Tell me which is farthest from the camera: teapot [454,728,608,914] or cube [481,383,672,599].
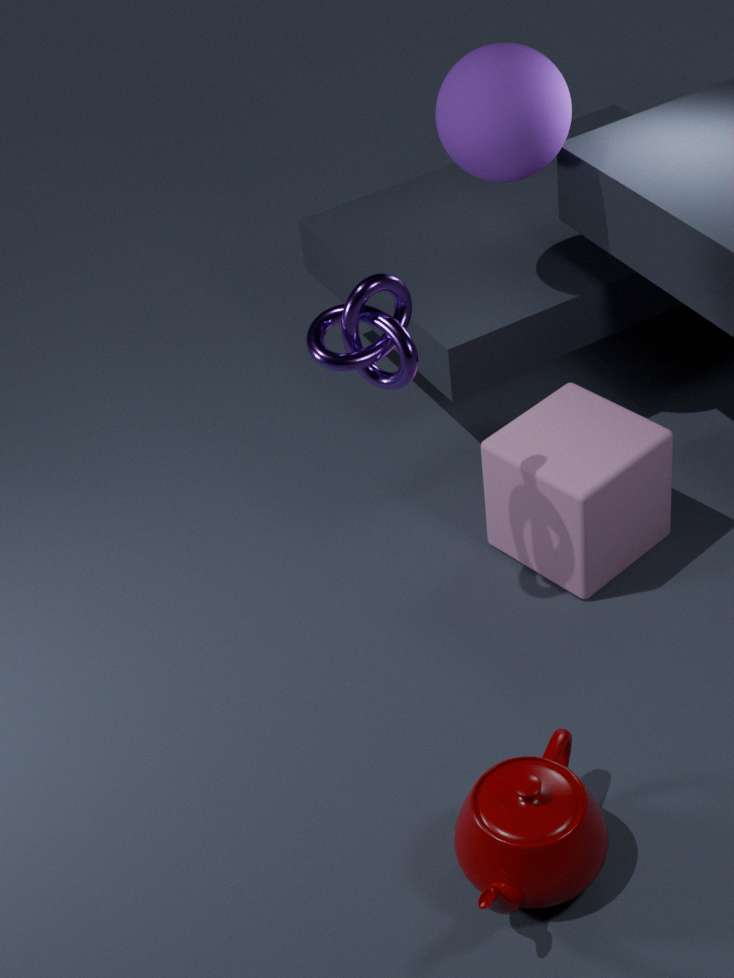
cube [481,383,672,599]
